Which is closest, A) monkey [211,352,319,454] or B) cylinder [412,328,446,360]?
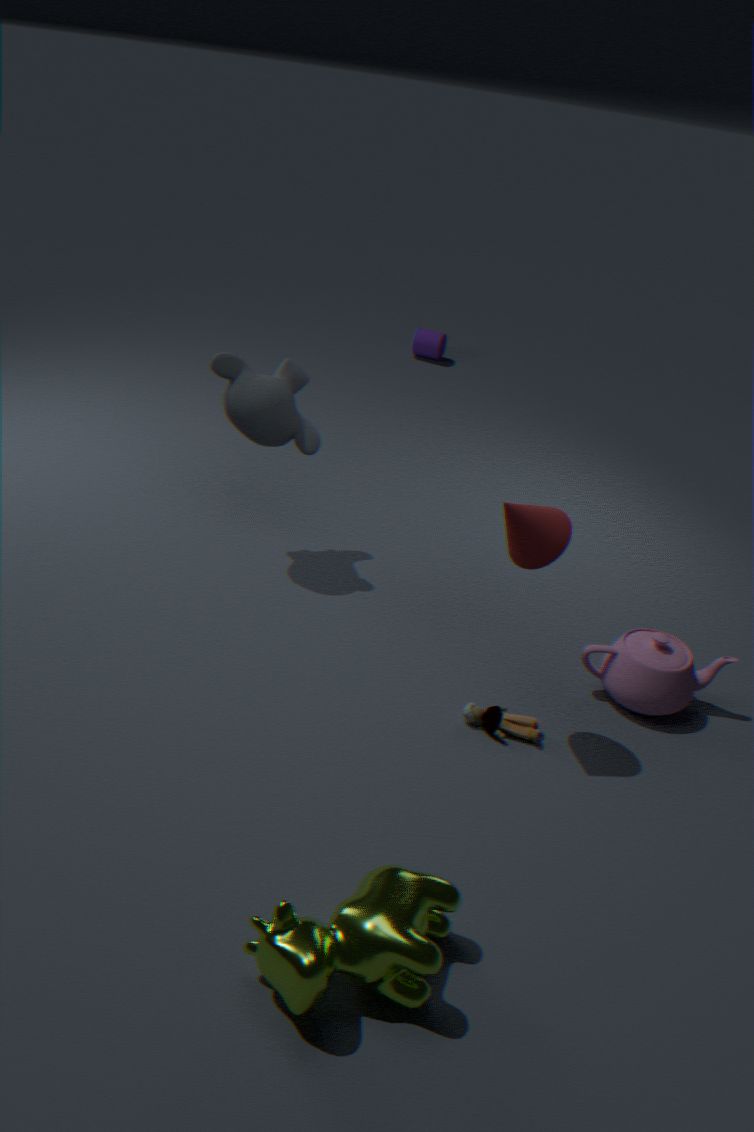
A. monkey [211,352,319,454]
